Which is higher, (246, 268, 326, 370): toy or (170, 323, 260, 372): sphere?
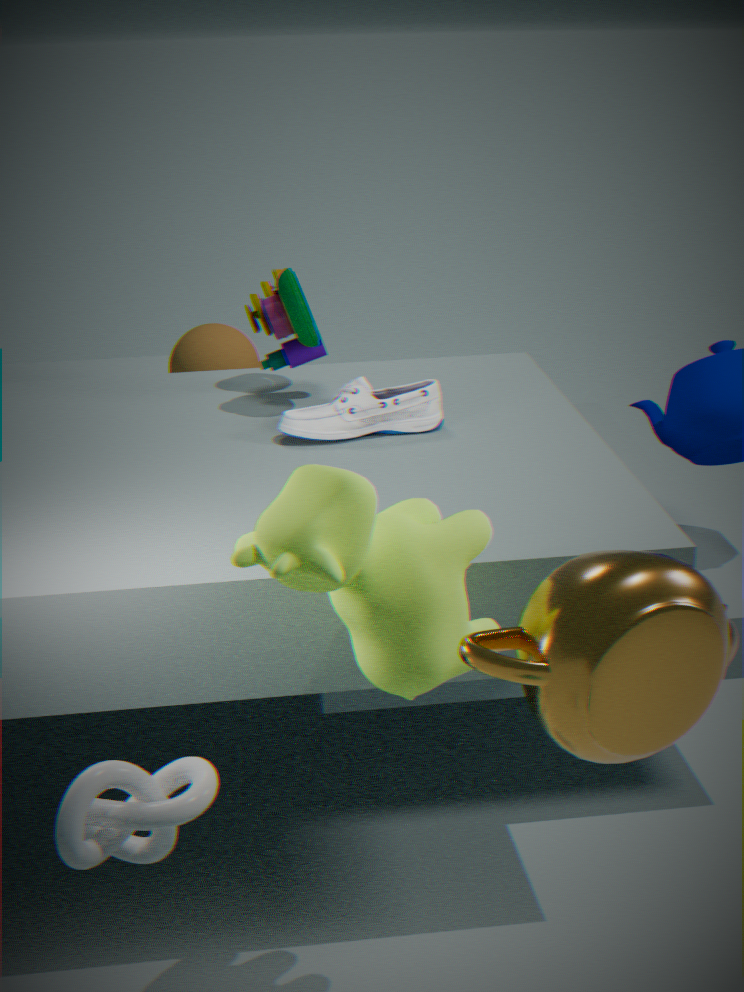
(246, 268, 326, 370): toy
